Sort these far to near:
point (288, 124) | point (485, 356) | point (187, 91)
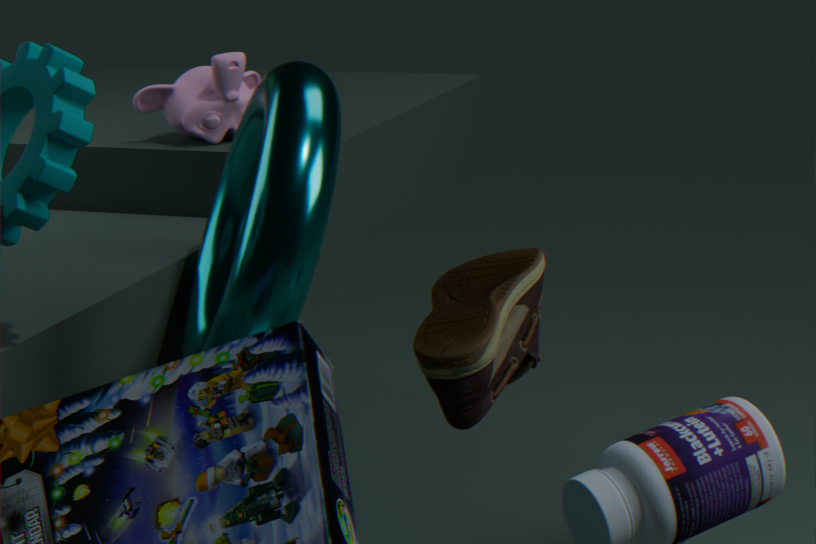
point (187, 91)
point (288, 124)
point (485, 356)
